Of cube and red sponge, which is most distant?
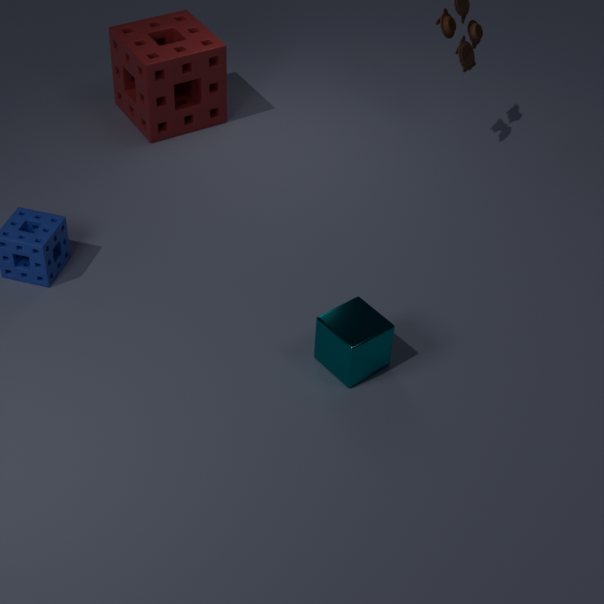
red sponge
